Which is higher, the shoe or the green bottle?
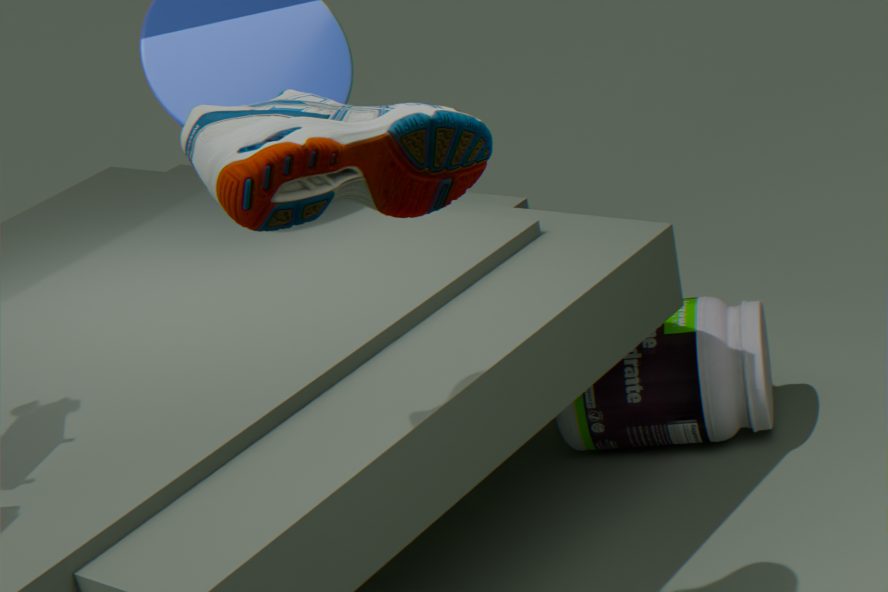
the shoe
